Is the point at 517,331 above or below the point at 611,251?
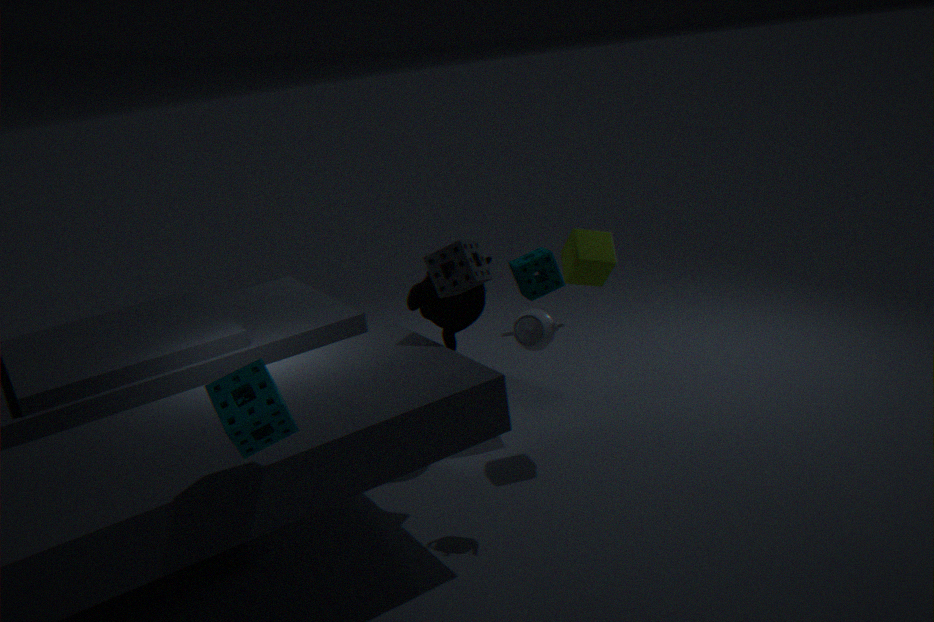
below
